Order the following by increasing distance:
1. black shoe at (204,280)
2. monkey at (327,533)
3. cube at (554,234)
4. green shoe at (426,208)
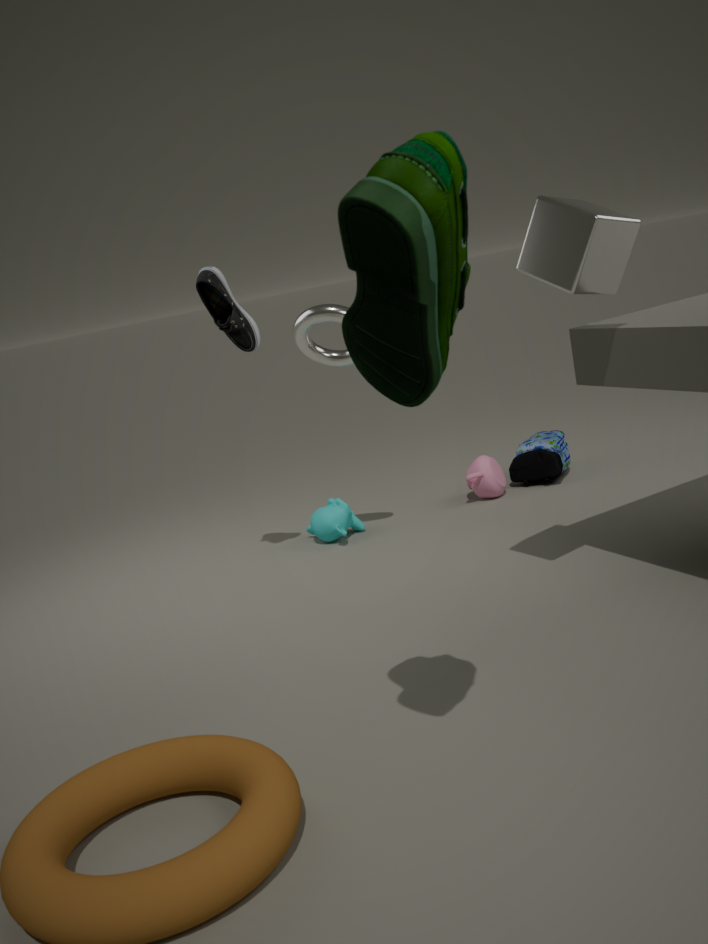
1. green shoe at (426,208)
2. cube at (554,234)
3. black shoe at (204,280)
4. monkey at (327,533)
